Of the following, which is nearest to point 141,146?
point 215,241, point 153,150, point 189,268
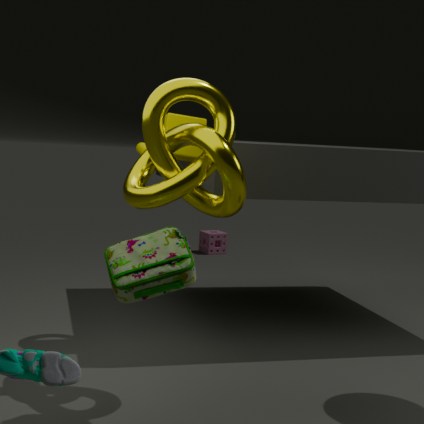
point 153,150
